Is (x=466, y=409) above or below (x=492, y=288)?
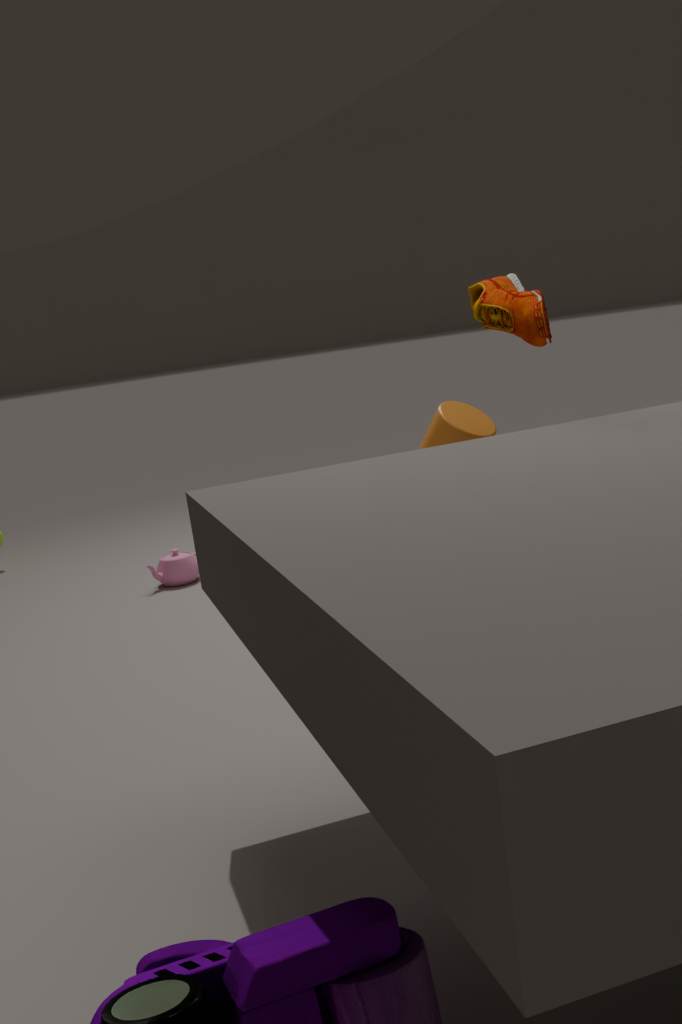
below
